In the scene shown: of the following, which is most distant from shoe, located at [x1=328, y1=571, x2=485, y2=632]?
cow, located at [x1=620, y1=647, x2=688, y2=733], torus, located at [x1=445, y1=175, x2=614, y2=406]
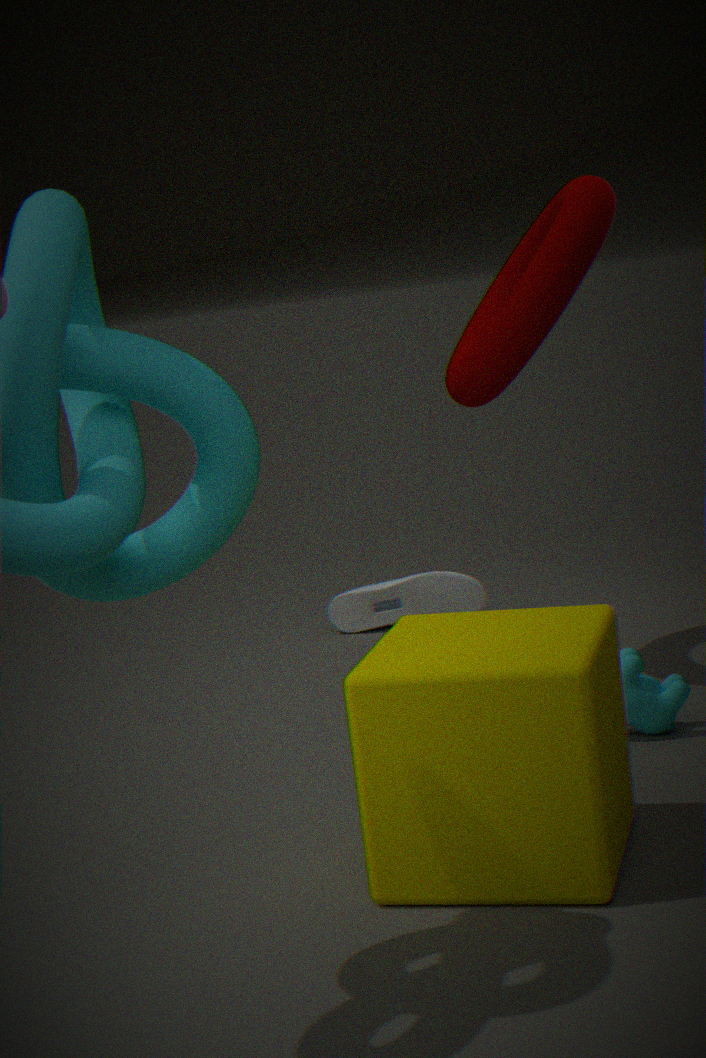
cow, located at [x1=620, y1=647, x2=688, y2=733]
